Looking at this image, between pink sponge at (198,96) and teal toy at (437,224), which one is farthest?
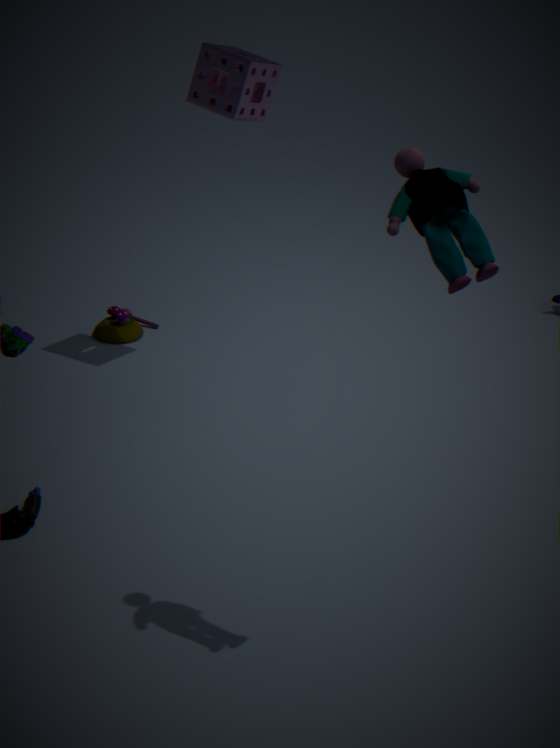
pink sponge at (198,96)
